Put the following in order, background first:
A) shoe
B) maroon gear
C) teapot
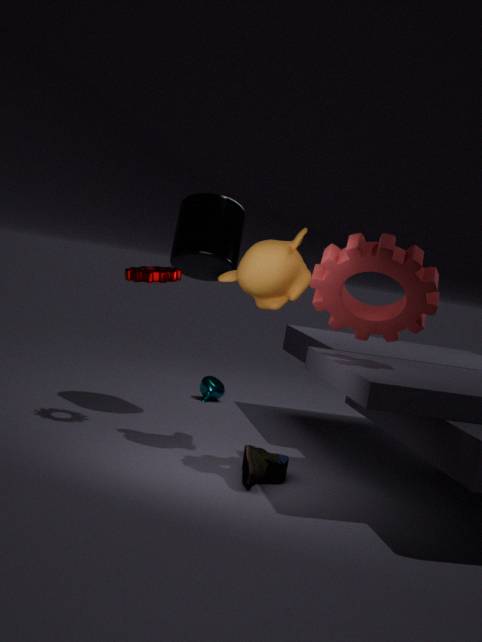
A: teapot < maroon gear < shoe
